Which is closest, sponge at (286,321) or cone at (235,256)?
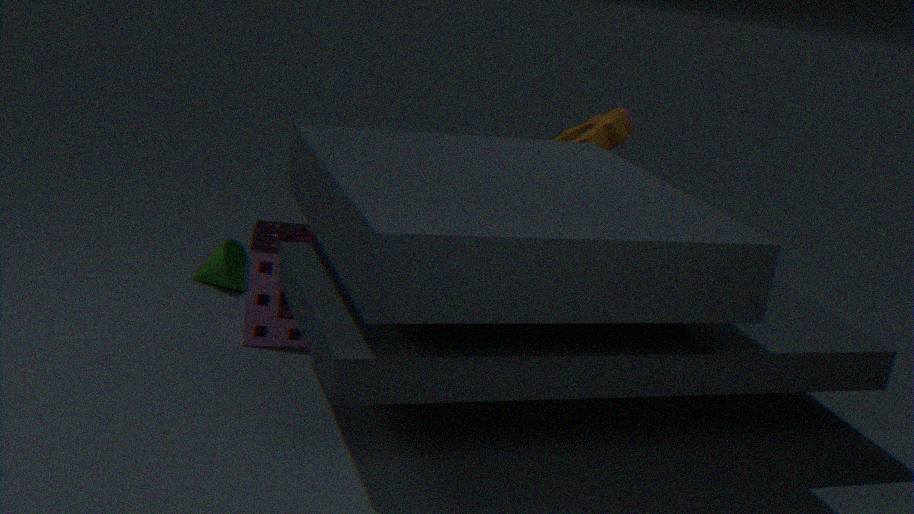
sponge at (286,321)
